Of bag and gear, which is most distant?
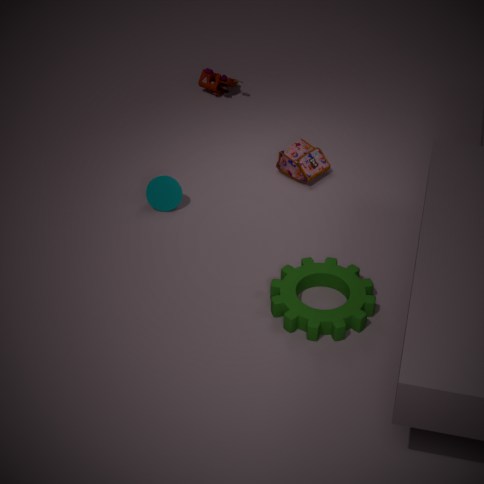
bag
